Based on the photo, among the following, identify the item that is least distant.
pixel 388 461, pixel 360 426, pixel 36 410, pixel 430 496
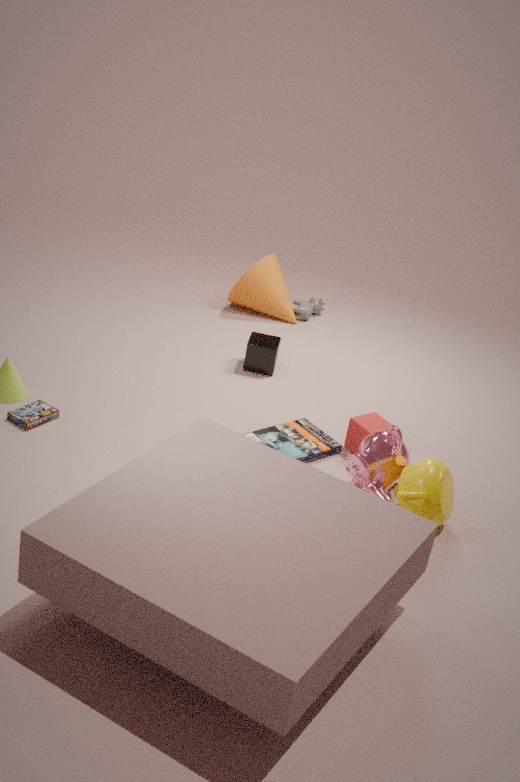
pixel 430 496
